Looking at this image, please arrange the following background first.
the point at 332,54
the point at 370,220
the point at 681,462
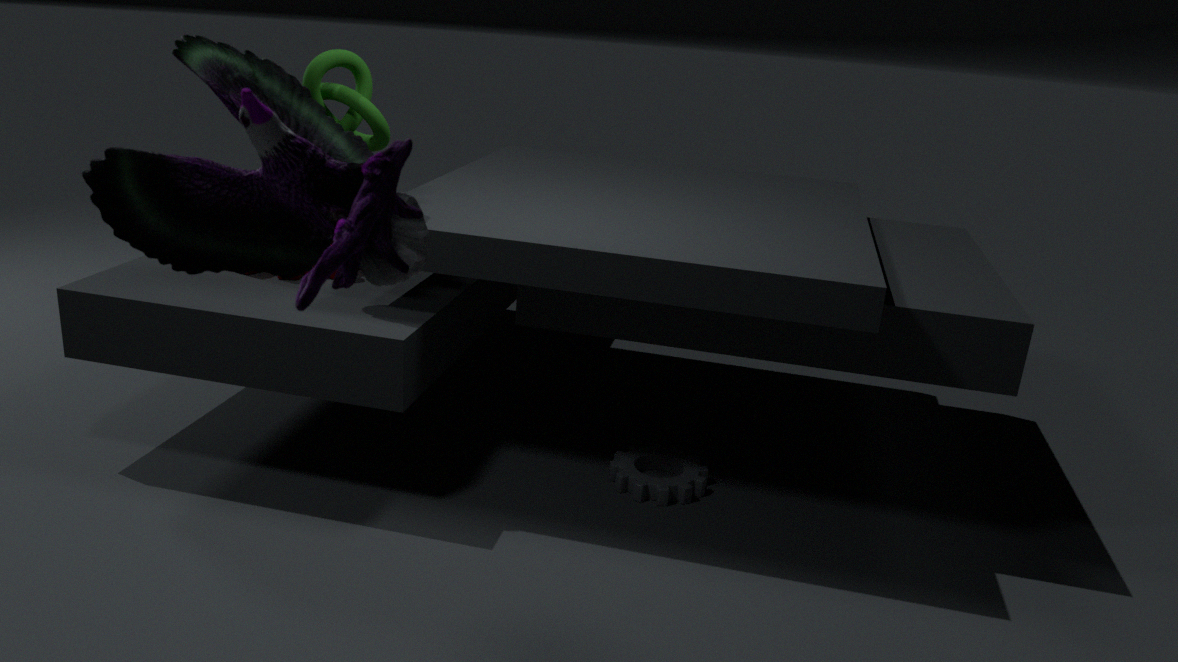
the point at 681,462
the point at 332,54
the point at 370,220
